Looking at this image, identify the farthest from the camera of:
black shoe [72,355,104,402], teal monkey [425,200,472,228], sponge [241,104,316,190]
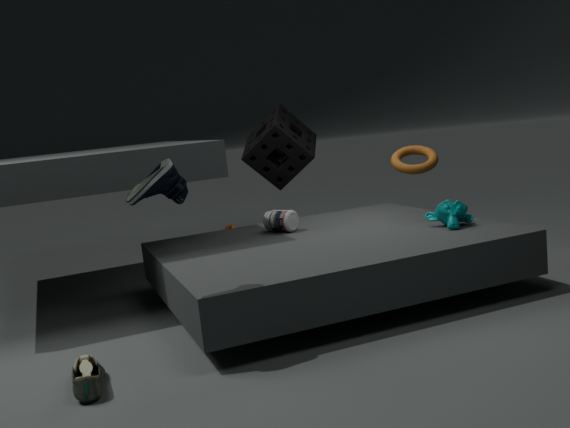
sponge [241,104,316,190]
